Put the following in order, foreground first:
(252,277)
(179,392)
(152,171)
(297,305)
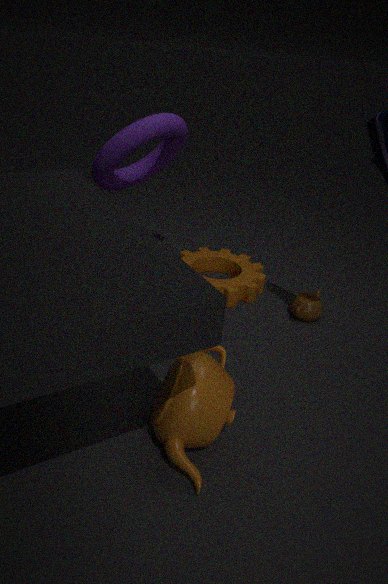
(179,392) < (297,305) < (152,171) < (252,277)
